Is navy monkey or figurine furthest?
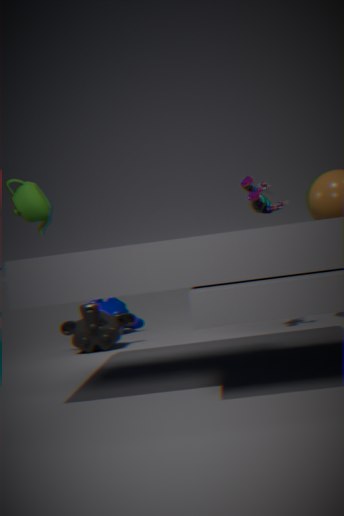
navy monkey
